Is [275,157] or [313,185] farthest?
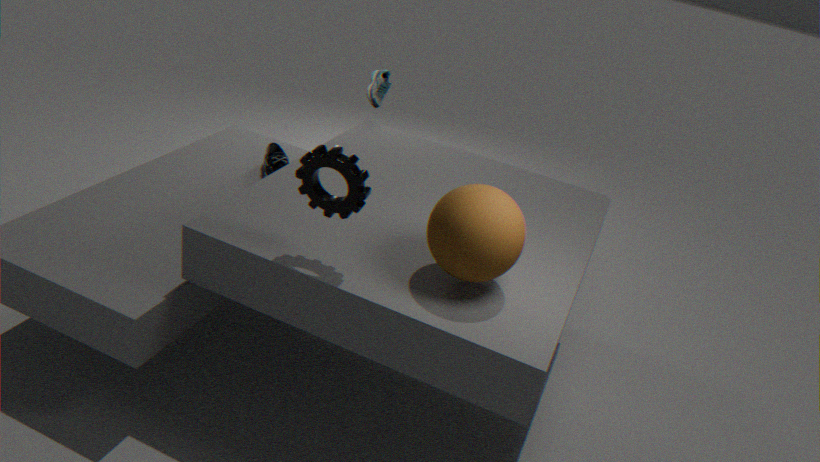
[275,157]
